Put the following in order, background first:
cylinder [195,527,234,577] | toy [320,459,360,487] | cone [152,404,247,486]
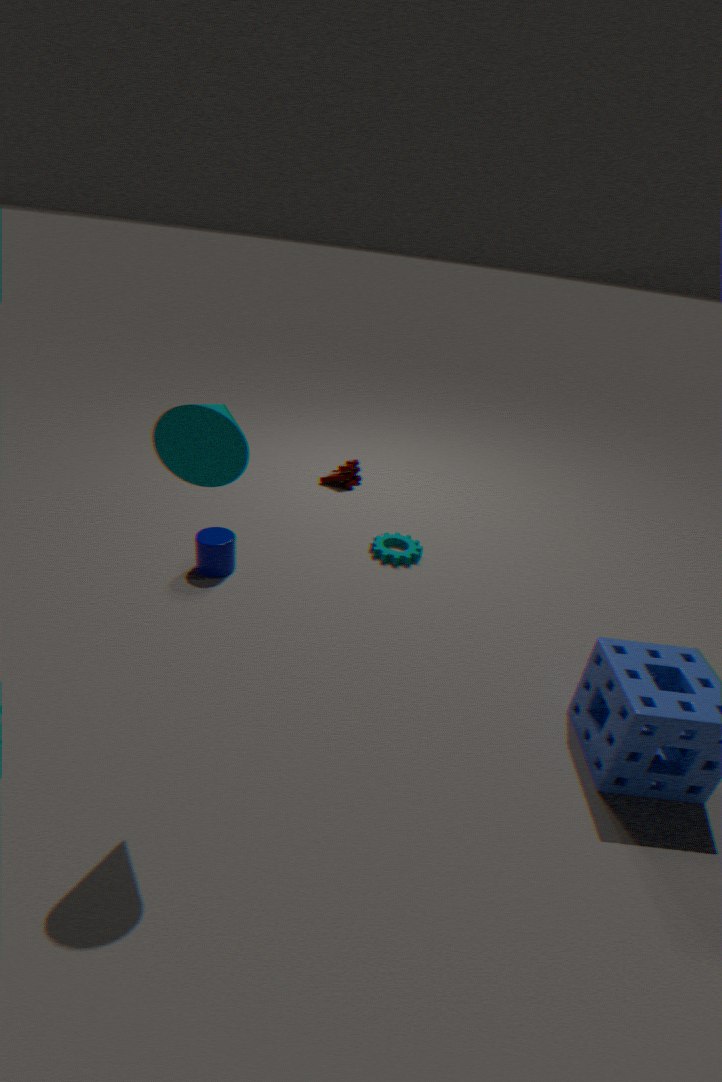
1. toy [320,459,360,487]
2. cylinder [195,527,234,577]
3. cone [152,404,247,486]
